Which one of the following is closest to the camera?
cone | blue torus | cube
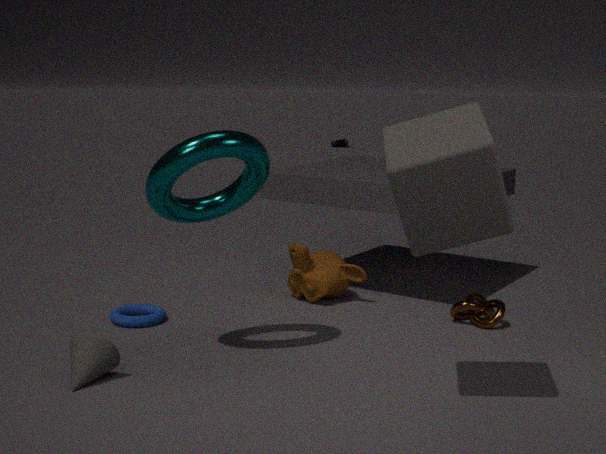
cube
